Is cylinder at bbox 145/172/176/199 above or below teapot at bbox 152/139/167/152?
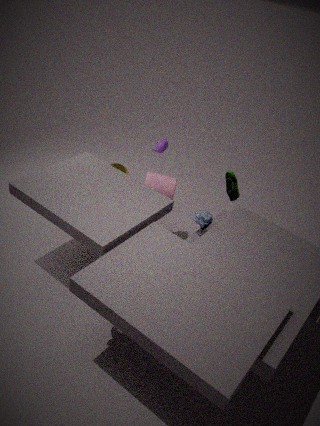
below
